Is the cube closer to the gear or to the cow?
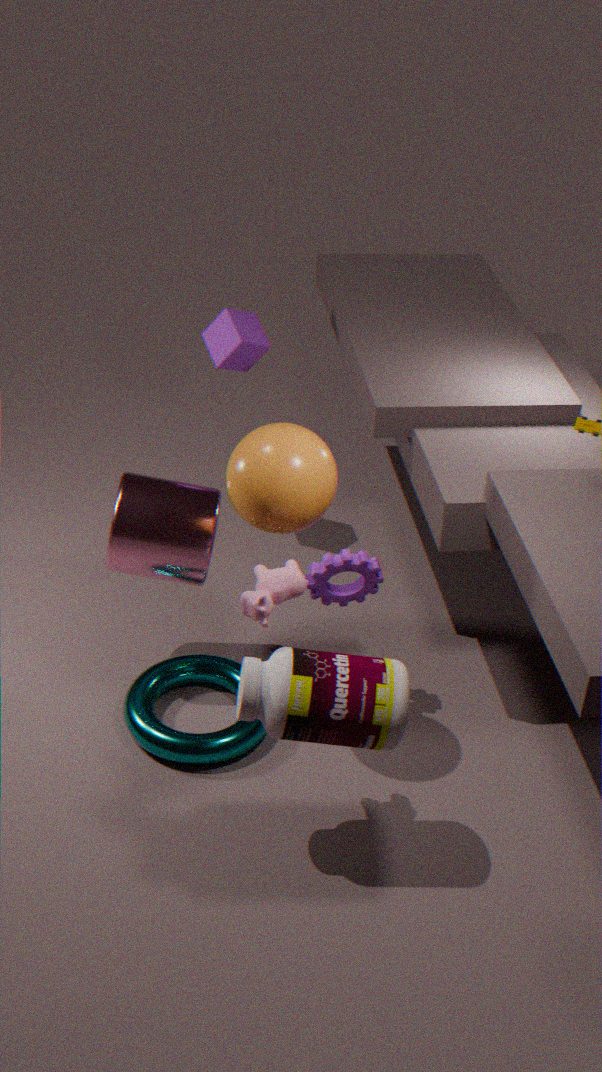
the gear
